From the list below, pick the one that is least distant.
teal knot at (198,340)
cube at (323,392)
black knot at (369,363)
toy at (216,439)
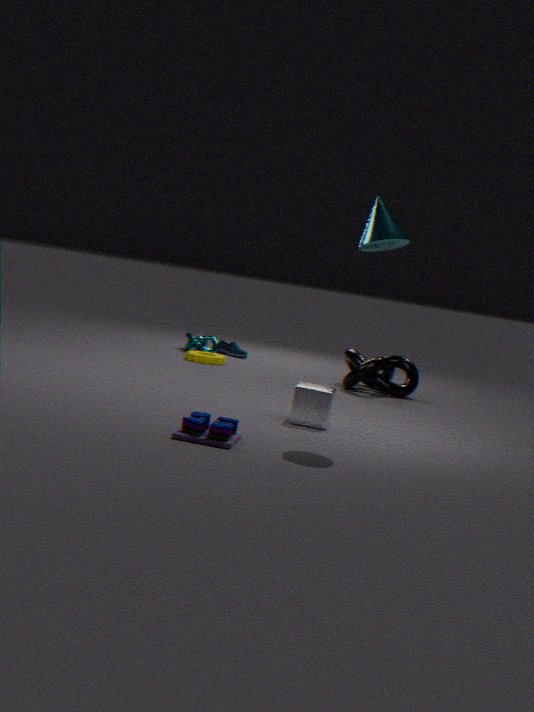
toy at (216,439)
